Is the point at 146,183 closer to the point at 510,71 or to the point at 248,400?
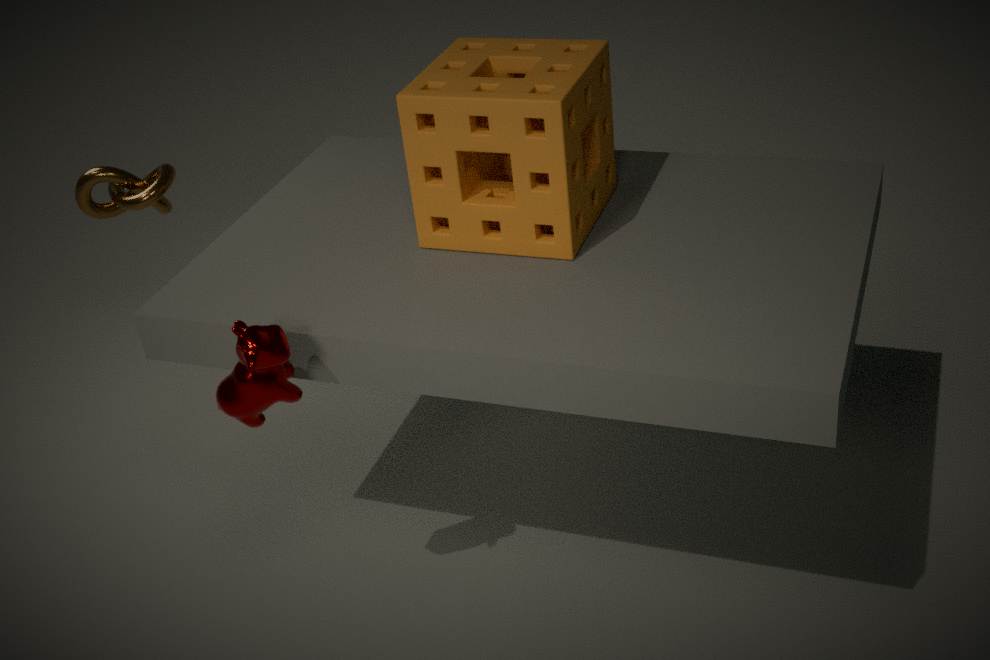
the point at 248,400
